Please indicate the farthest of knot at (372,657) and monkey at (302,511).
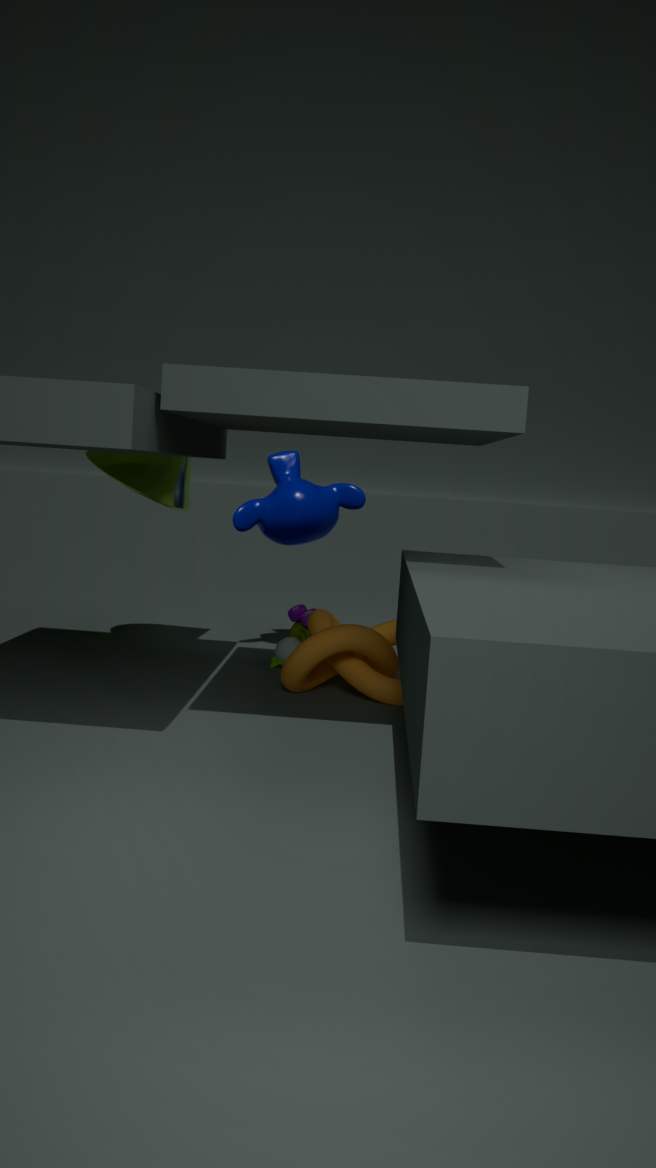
monkey at (302,511)
